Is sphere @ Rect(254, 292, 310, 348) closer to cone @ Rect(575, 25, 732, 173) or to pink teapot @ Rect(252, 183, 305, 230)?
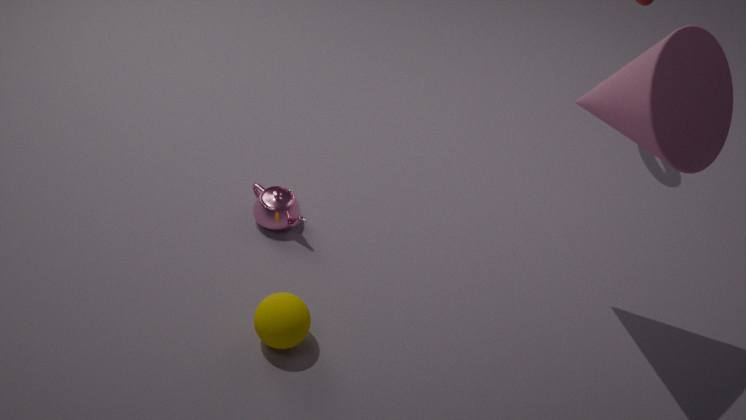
pink teapot @ Rect(252, 183, 305, 230)
